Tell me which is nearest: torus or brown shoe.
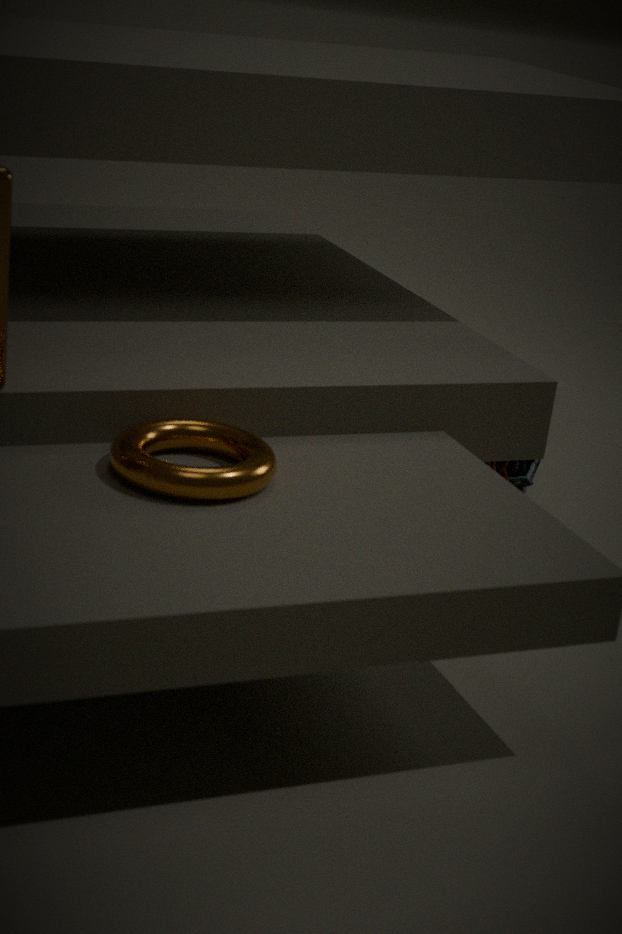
torus
